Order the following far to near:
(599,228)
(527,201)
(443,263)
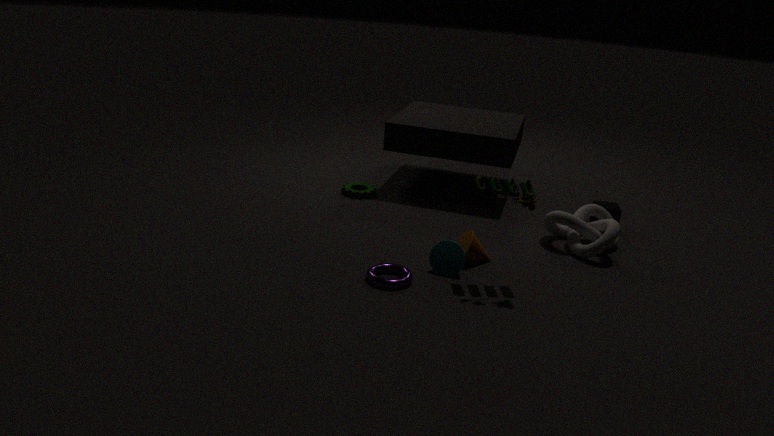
(599,228) < (443,263) < (527,201)
